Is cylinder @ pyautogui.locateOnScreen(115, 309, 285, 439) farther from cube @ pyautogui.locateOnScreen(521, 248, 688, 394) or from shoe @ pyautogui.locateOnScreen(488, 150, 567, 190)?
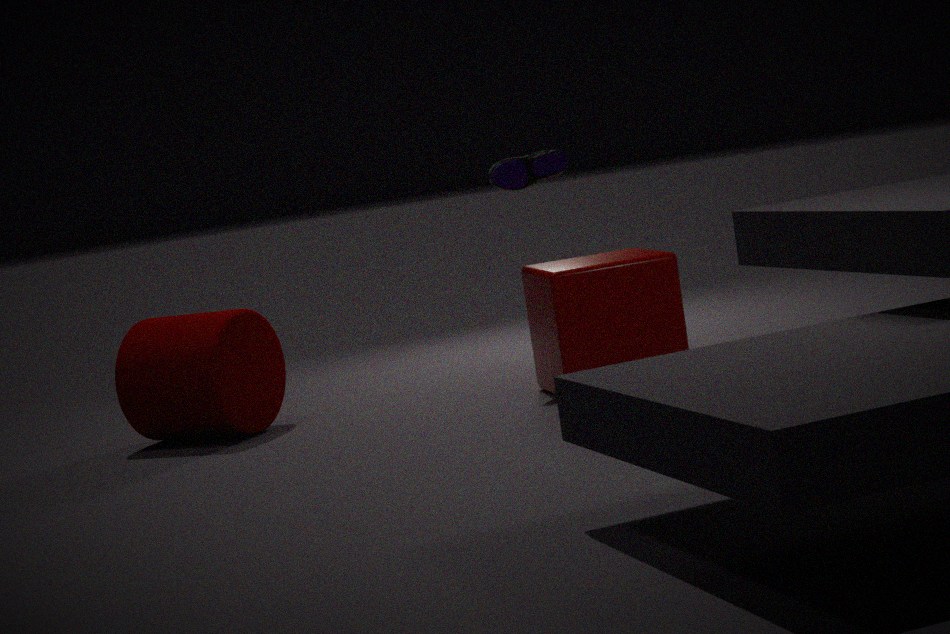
shoe @ pyautogui.locateOnScreen(488, 150, 567, 190)
